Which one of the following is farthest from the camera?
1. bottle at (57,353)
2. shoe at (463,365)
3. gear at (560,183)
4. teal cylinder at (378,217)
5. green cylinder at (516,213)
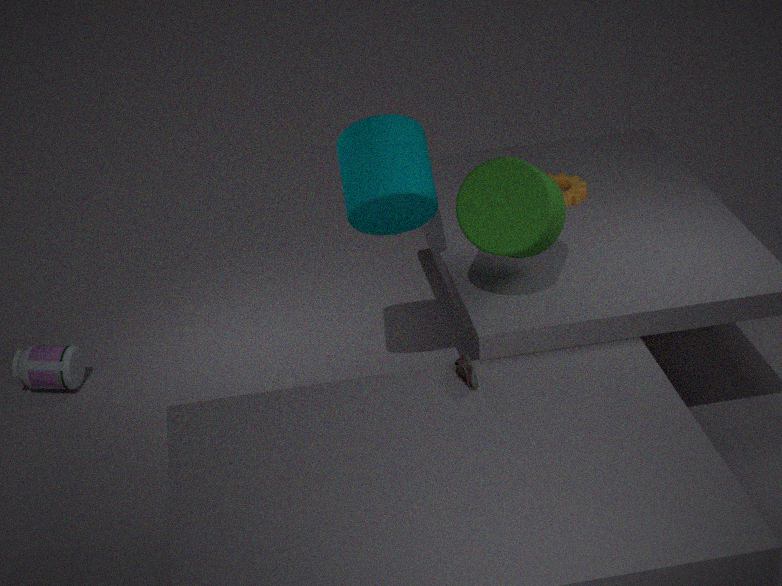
bottle at (57,353)
